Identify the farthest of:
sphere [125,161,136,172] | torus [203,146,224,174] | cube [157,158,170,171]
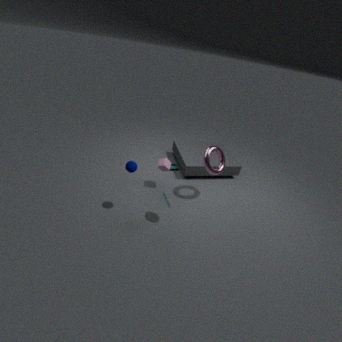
cube [157,158,170,171]
